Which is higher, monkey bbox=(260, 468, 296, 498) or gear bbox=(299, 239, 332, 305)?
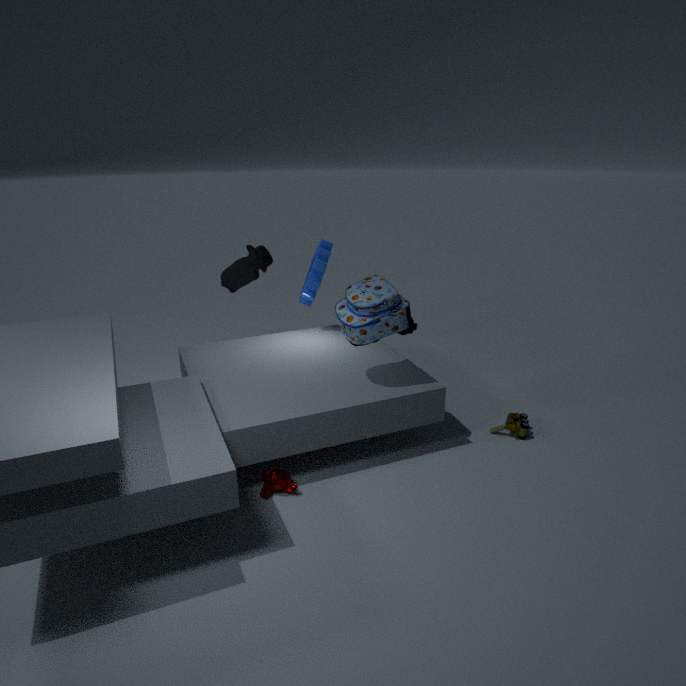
gear bbox=(299, 239, 332, 305)
